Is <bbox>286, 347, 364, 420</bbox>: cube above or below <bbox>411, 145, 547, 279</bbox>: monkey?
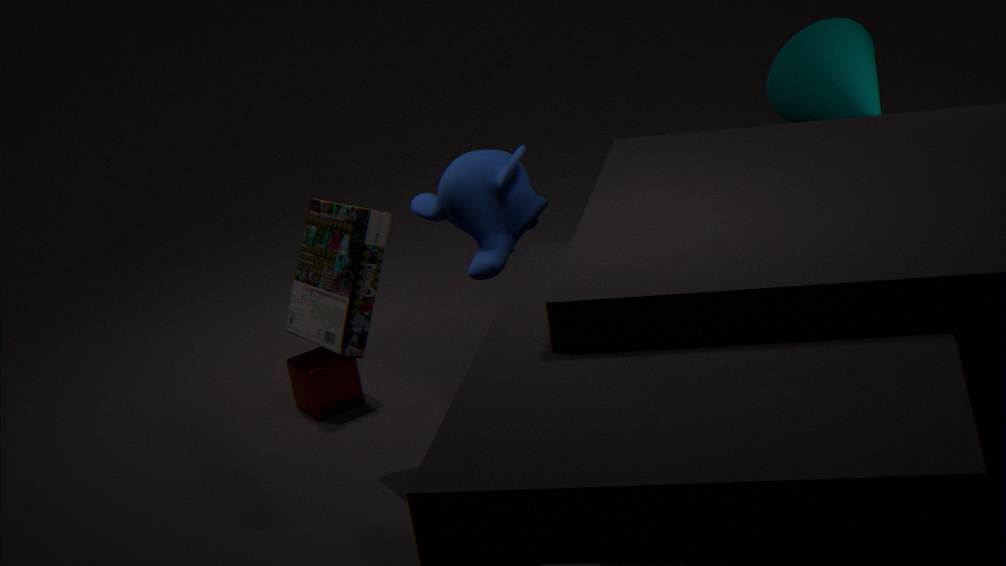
below
